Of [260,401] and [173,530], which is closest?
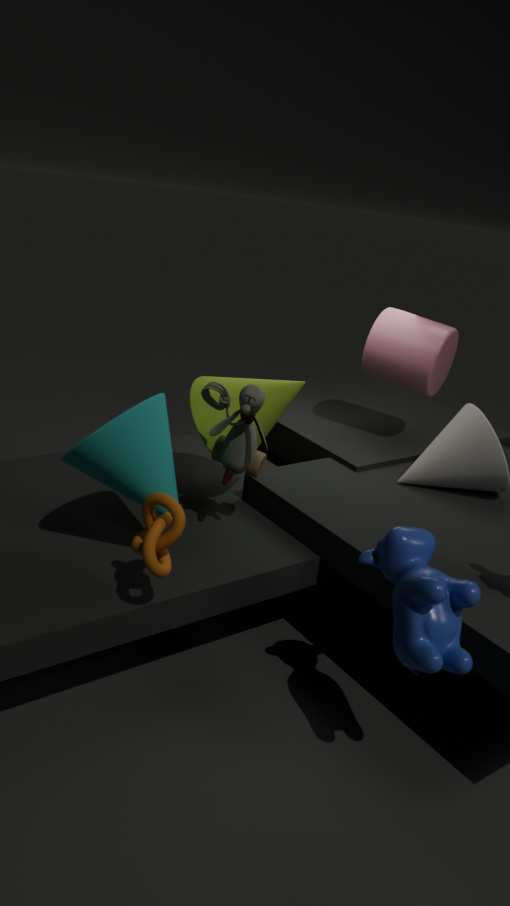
[173,530]
